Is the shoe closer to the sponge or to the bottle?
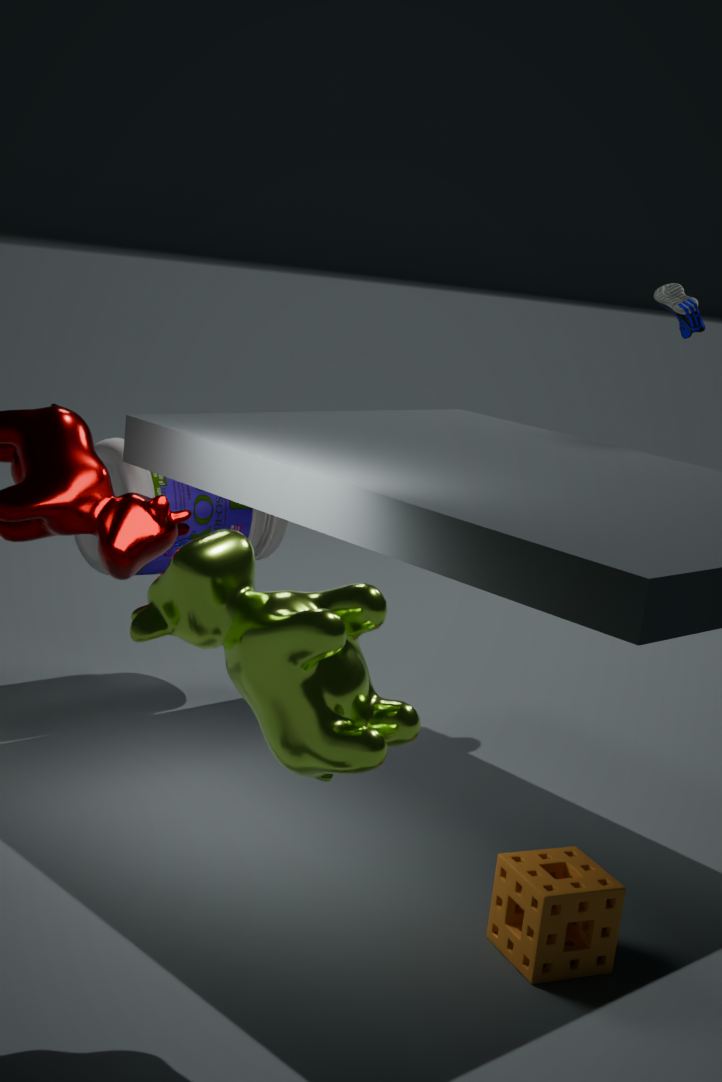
the bottle
